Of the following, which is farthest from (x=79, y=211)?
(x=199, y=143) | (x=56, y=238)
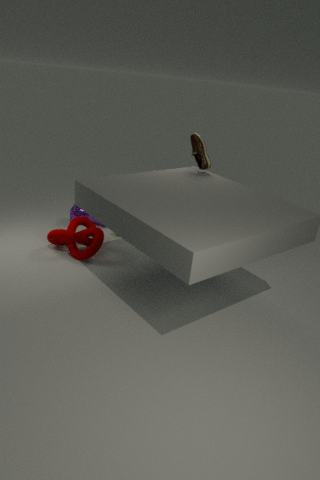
(x=199, y=143)
